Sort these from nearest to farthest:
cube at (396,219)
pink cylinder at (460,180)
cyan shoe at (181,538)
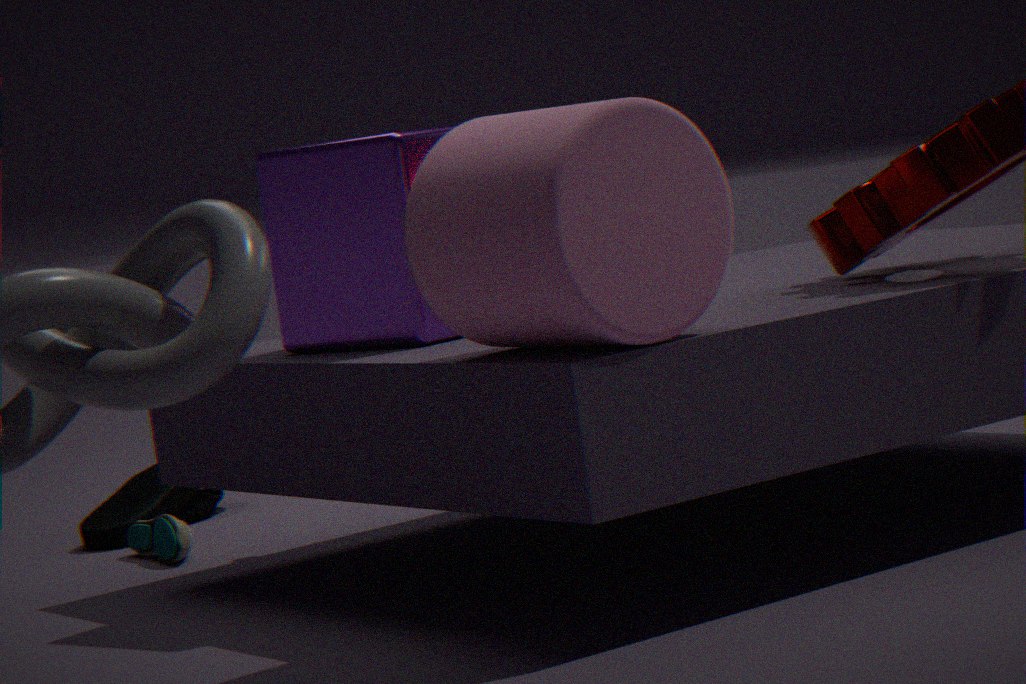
pink cylinder at (460,180) → cube at (396,219) → cyan shoe at (181,538)
